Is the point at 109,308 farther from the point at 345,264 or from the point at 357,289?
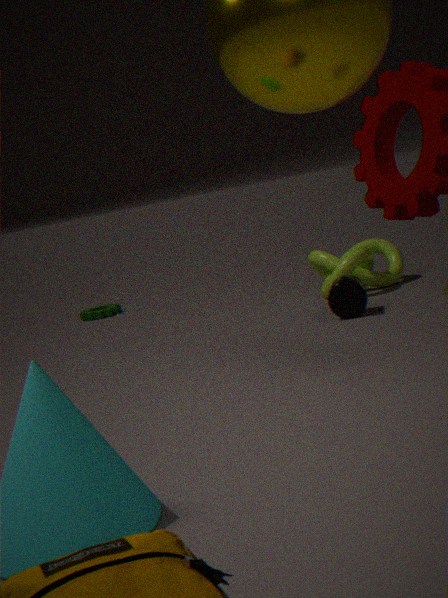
the point at 357,289
